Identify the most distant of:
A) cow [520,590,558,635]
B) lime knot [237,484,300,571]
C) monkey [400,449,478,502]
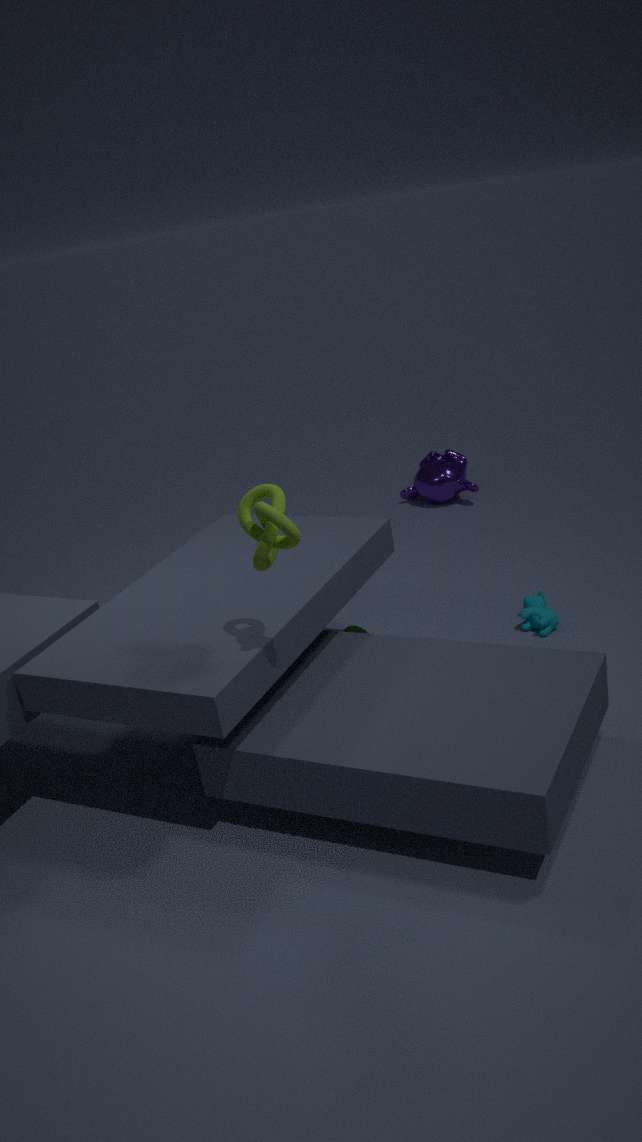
monkey [400,449,478,502]
